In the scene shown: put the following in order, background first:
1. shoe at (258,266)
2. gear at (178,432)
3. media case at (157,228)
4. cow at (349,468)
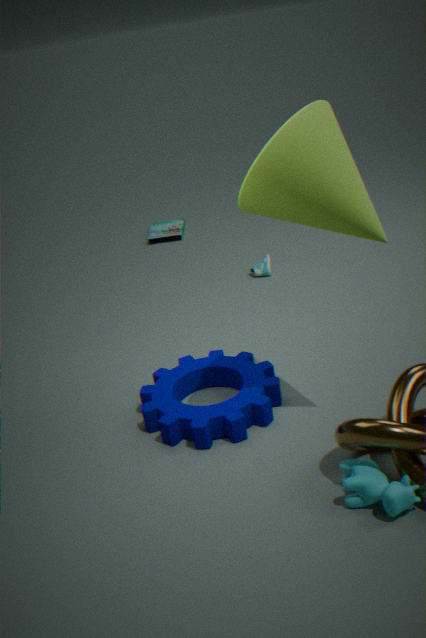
media case at (157,228) < shoe at (258,266) < gear at (178,432) < cow at (349,468)
